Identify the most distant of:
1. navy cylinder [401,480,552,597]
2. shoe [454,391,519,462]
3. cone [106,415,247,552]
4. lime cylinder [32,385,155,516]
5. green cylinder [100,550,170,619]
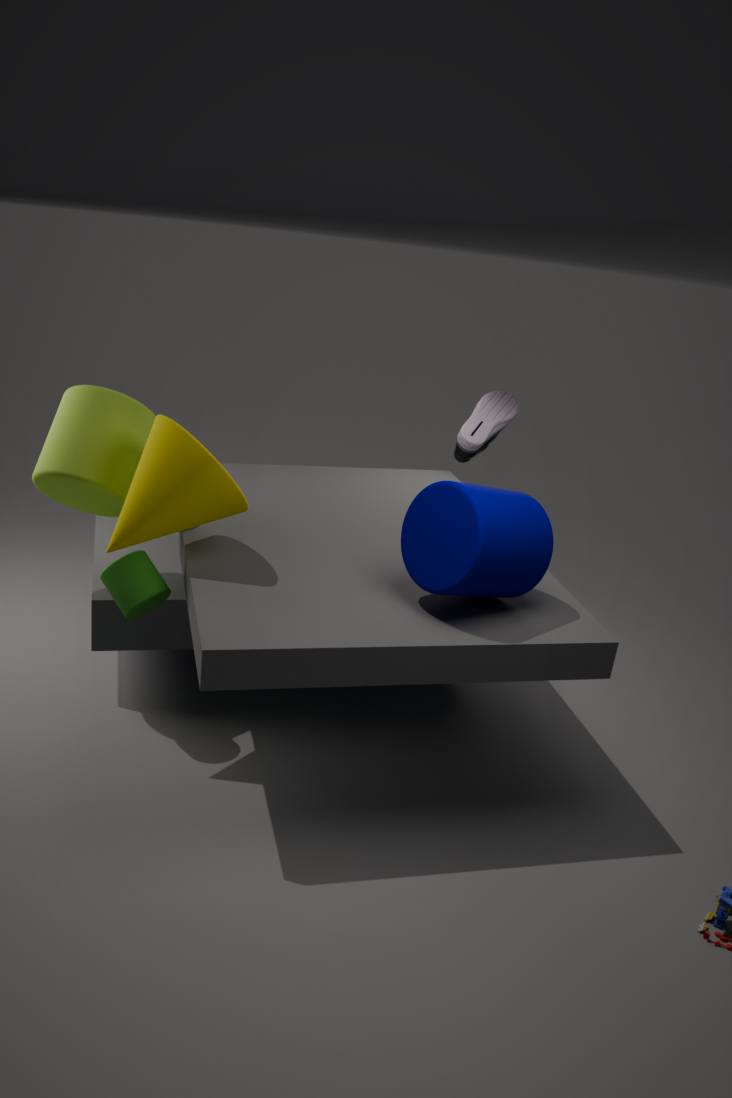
shoe [454,391,519,462]
